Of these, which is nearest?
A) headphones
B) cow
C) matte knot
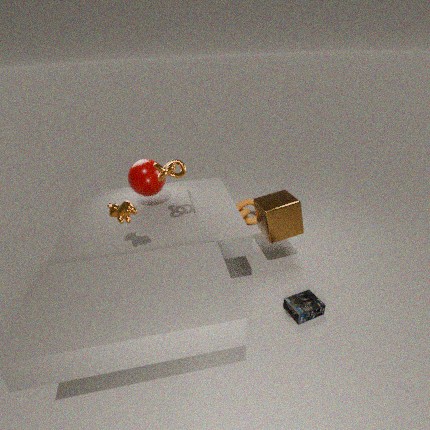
cow
